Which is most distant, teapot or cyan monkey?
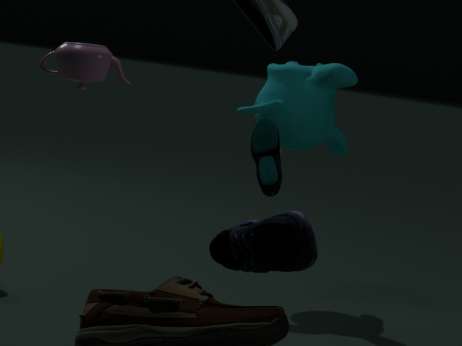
cyan monkey
